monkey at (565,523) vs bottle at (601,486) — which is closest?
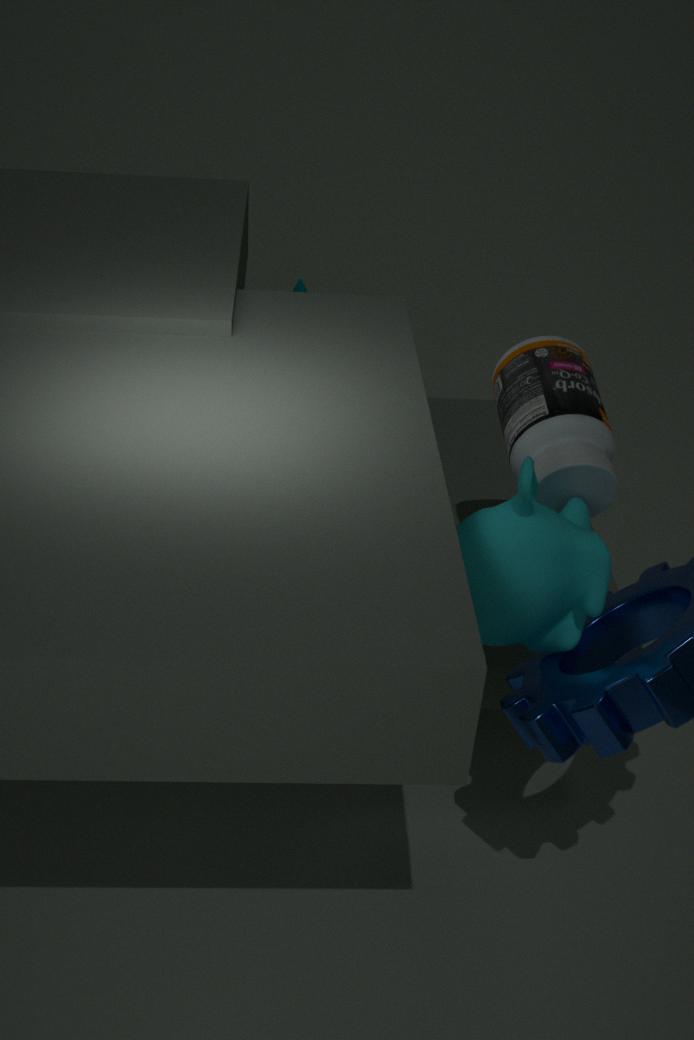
monkey at (565,523)
